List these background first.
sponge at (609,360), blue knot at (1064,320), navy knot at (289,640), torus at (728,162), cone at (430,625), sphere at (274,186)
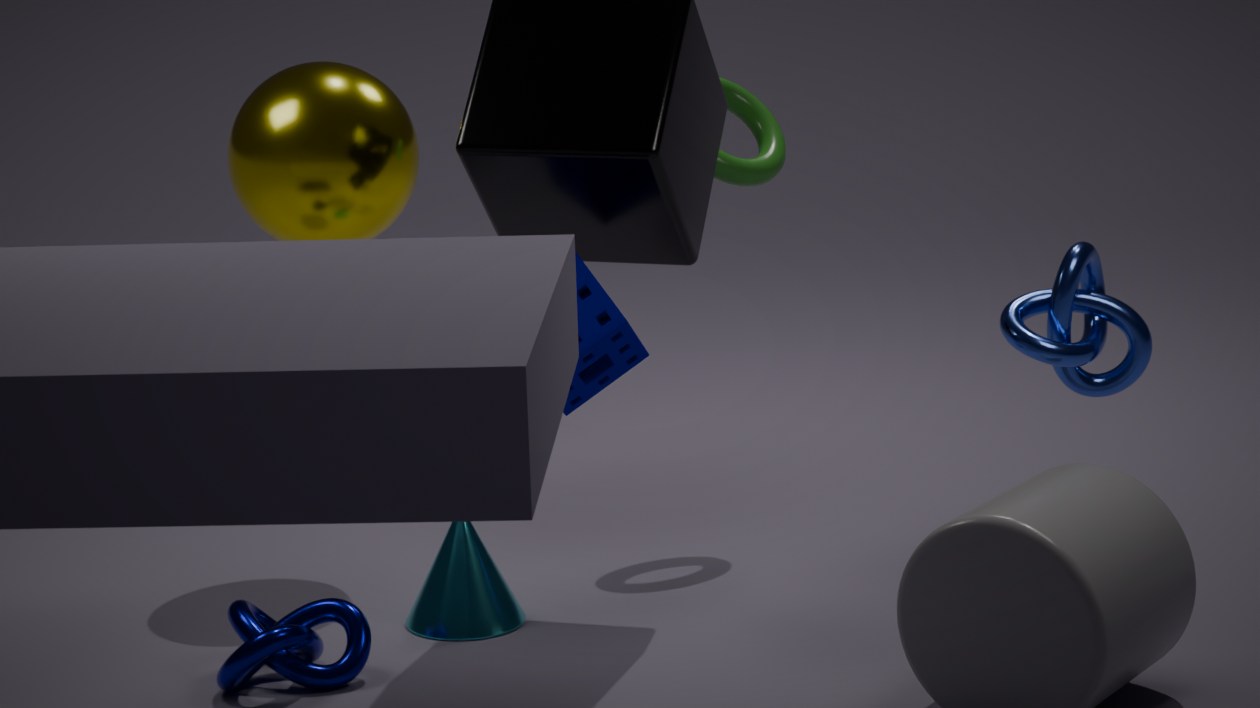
torus at (728,162) → sphere at (274,186) → cone at (430,625) → blue knot at (1064,320) → sponge at (609,360) → navy knot at (289,640)
